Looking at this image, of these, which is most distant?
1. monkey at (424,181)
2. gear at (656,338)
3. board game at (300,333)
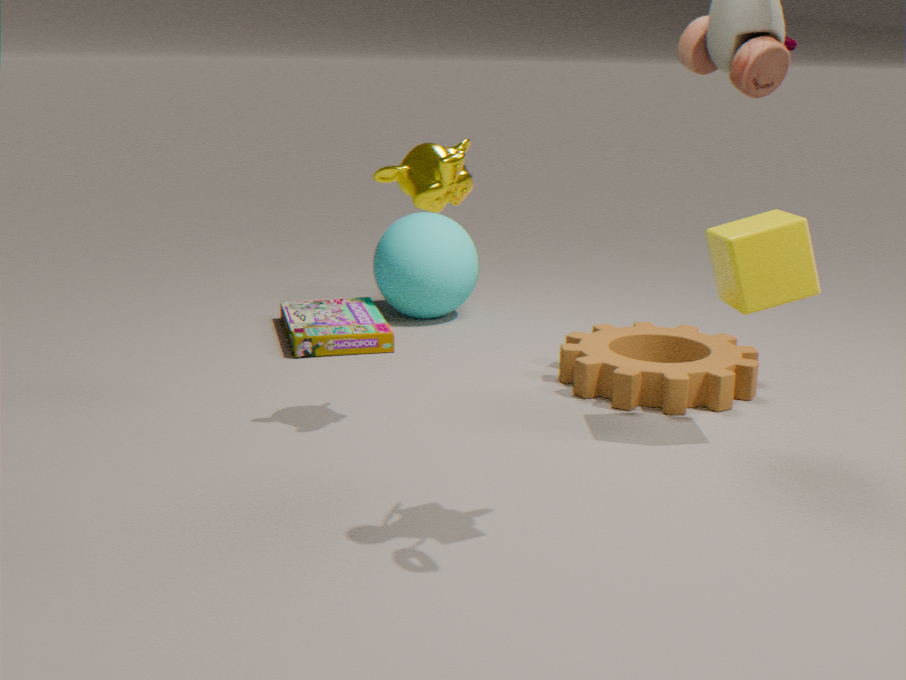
board game at (300,333)
